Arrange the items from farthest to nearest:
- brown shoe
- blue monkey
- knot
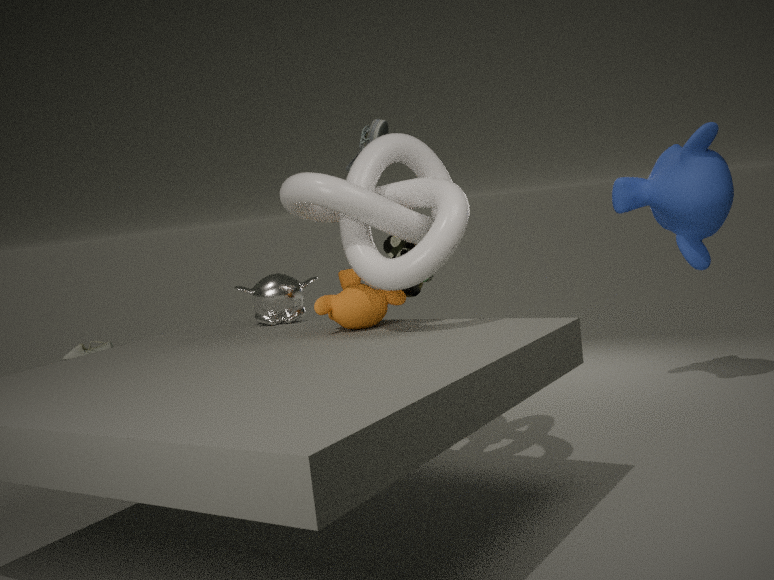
blue monkey → brown shoe → knot
